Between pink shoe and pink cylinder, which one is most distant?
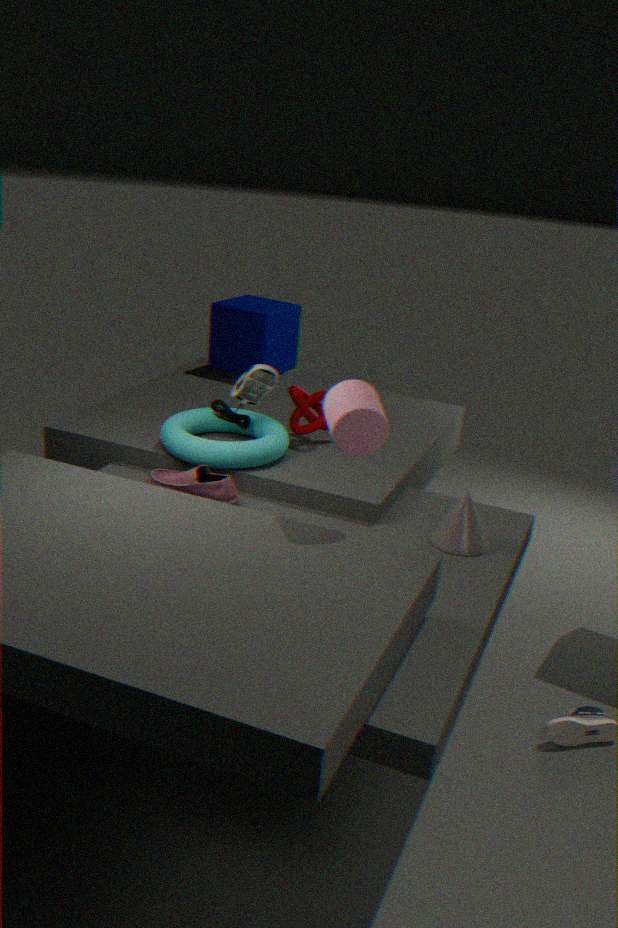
pink shoe
